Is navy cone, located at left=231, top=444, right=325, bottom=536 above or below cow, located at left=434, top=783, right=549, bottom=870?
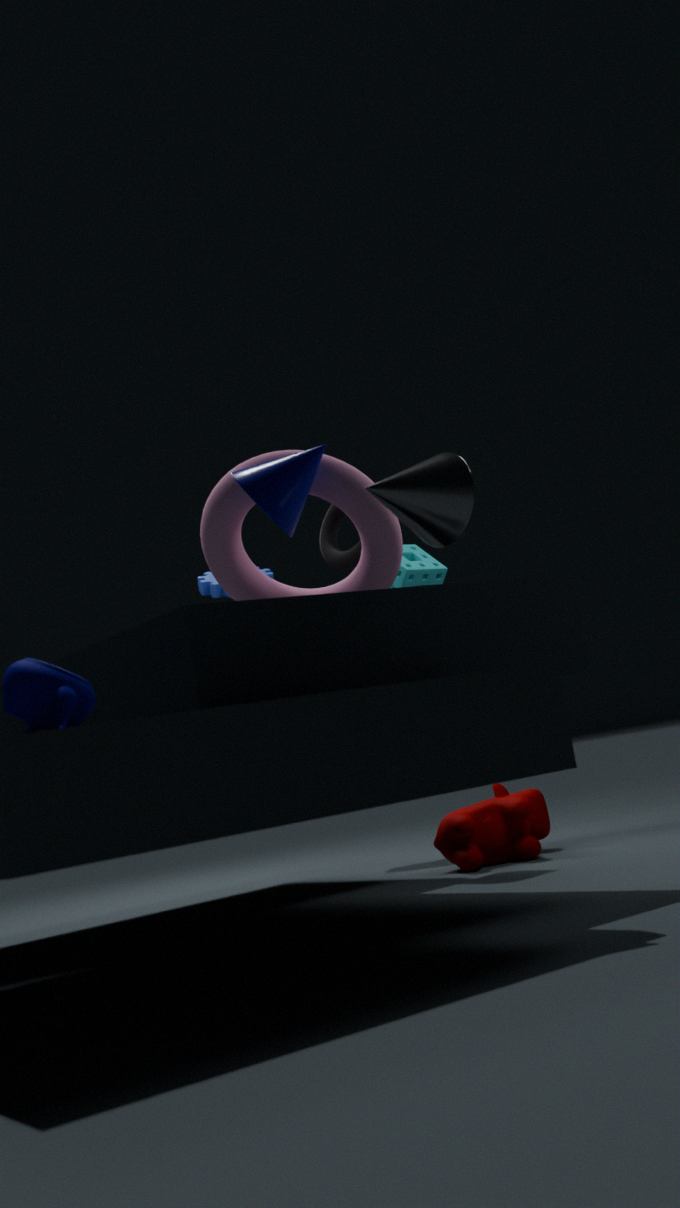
above
